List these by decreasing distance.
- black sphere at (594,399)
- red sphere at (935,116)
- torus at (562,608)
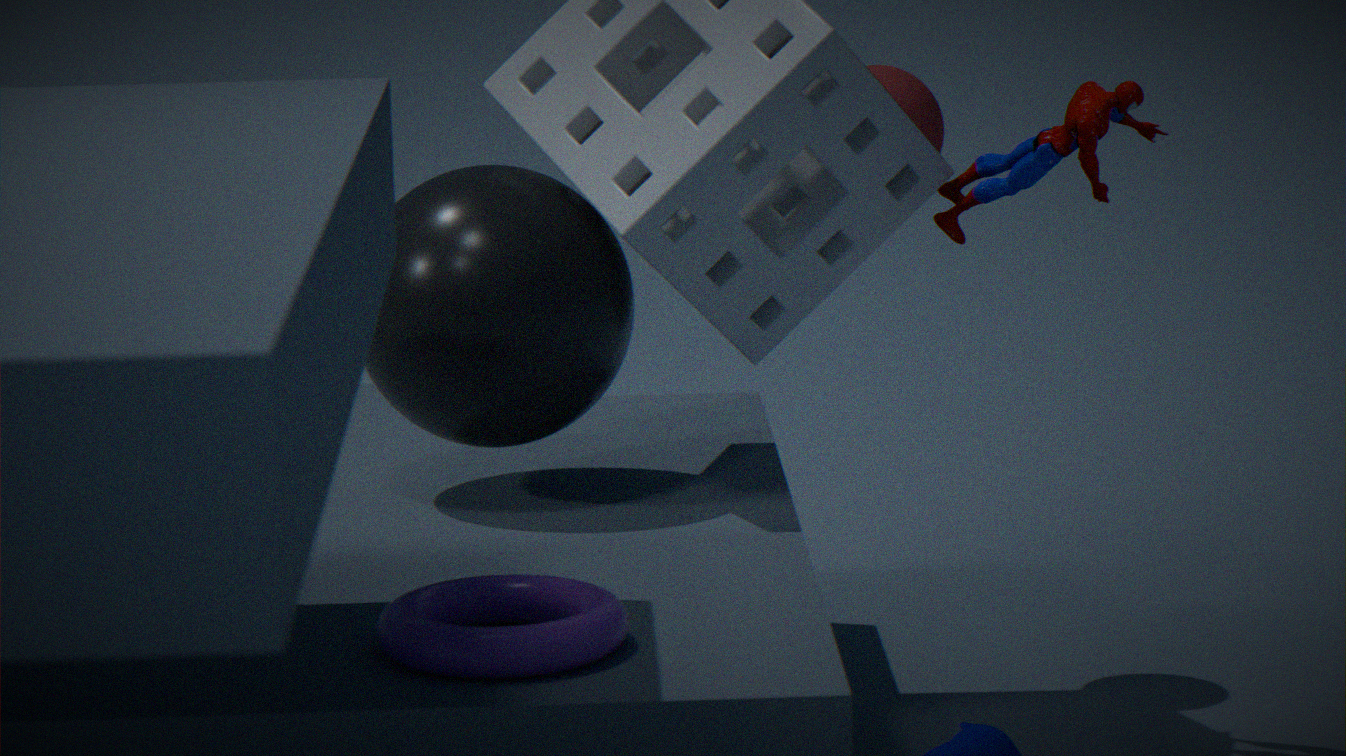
red sphere at (935,116)
black sphere at (594,399)
torus at (562,608)
